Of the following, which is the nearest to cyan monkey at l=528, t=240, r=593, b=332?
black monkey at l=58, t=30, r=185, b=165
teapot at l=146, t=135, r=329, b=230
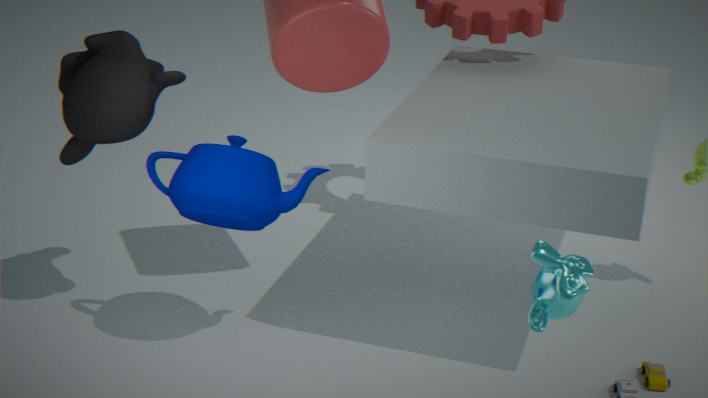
teapot at l=146, t=135, r=329, b=230
